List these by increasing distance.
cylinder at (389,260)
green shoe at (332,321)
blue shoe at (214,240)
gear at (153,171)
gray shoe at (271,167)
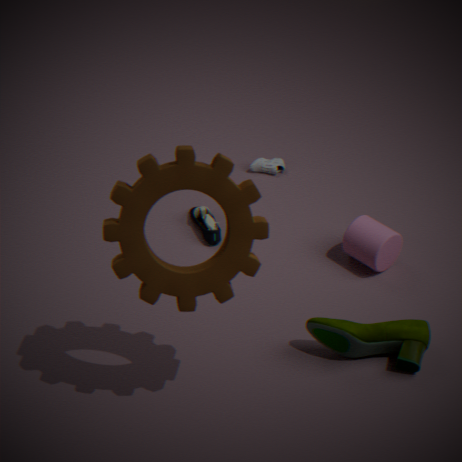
gear at (153,171)
green shoe at (332,321)
cylinder at (389,260)
blue shoe at (214,240)
gray shoe at (271,167)
